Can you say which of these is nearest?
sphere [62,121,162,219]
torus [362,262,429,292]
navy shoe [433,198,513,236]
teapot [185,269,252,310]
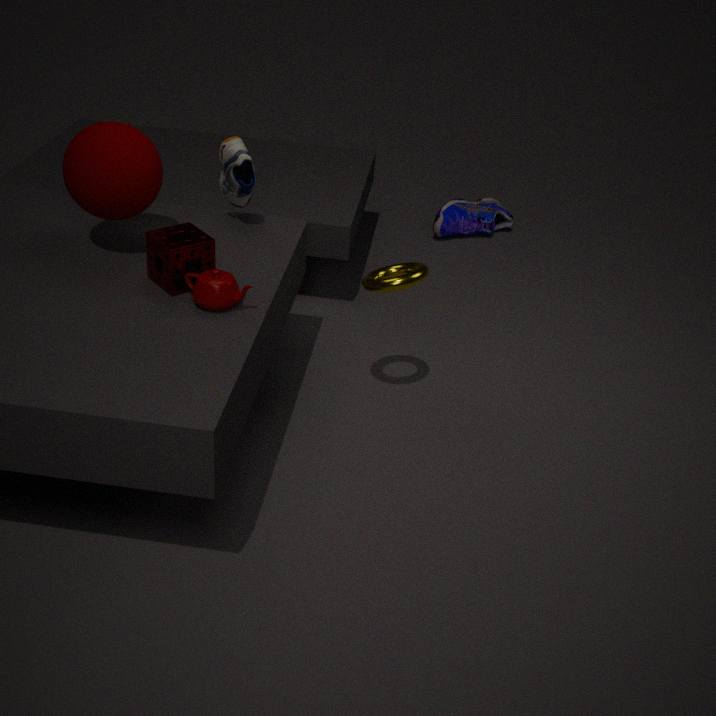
teapot [185,269,252,310]
